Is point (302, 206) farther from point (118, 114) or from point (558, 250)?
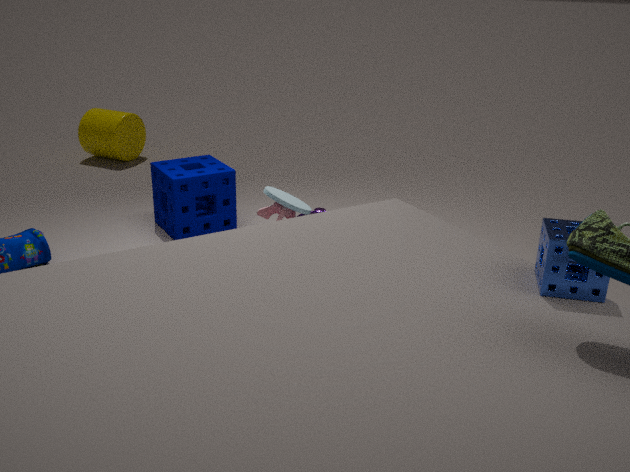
point (118, 114)
